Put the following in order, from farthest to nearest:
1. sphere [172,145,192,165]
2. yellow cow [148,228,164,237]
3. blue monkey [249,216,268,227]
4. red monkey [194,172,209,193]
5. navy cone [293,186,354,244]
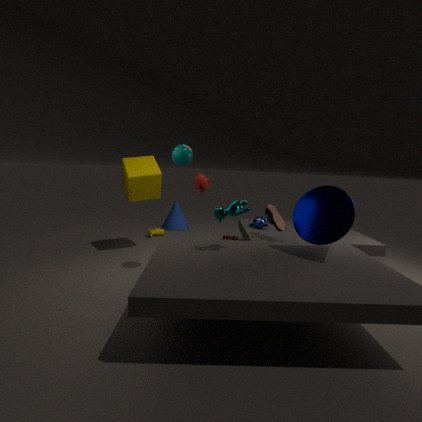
yellow cow [148,228,164,237] < blue monkey [249,216,268,227] < red monkey [194,172,209,193] < sphere [172,145,192,165] < navy cone [293,186,354,244]
